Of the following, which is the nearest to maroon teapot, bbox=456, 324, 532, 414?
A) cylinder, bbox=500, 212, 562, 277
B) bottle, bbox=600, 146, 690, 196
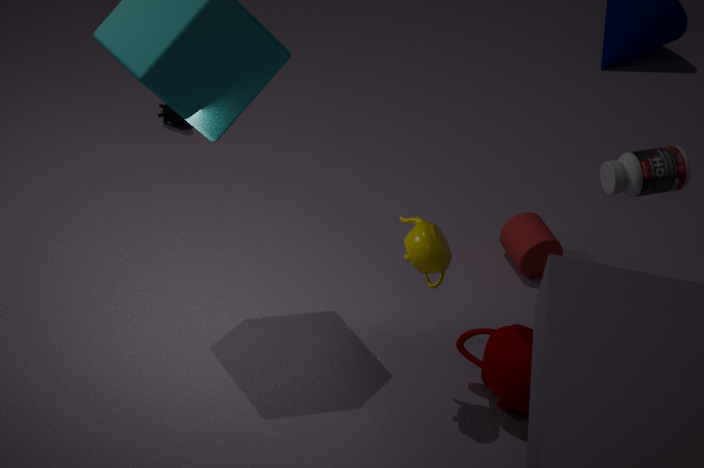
cylinder, bbox=500, 212, 562, 277
